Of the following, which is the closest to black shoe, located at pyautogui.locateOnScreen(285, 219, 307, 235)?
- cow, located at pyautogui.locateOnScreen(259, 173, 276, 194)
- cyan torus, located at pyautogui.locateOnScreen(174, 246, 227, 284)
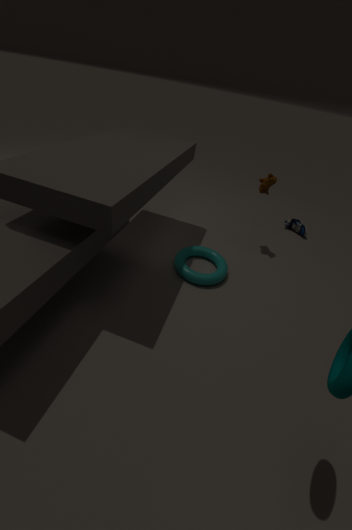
cow, located at pyautogui.locateOnScreen(259, 173, 276, 194)
